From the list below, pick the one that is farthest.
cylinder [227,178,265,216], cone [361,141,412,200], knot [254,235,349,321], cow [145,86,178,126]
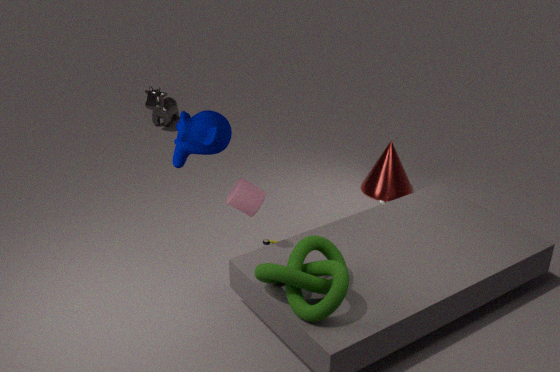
cow [145,86,178,126]
